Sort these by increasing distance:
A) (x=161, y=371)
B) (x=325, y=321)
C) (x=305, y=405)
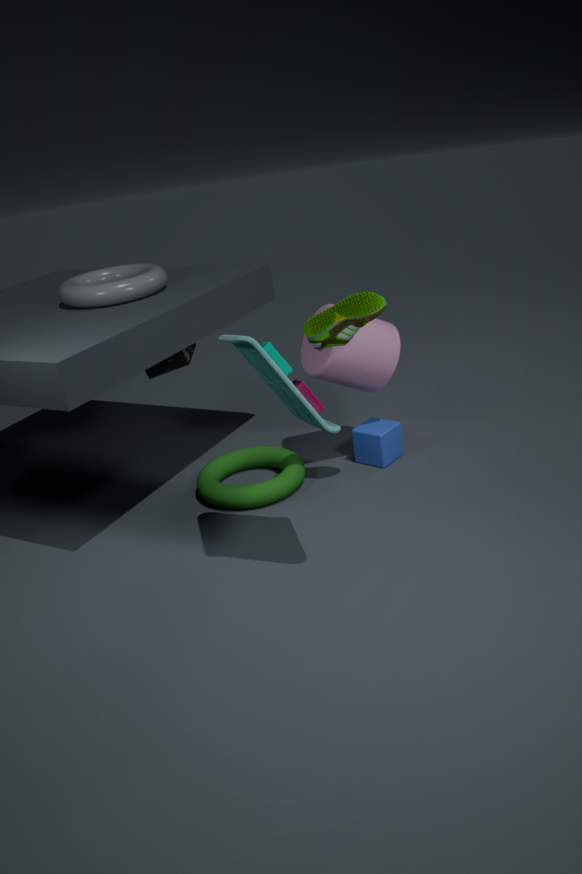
1. (x=305, y=405)
2. (x=325, y=321)
3. (x=161, y=371)
